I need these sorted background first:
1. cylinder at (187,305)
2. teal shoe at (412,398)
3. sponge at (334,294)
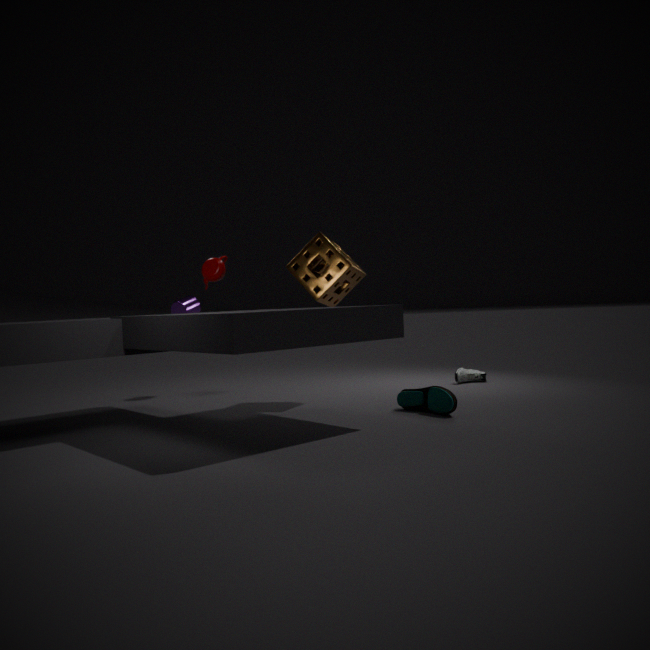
1. cylinder at (187,305)
2. sponge at (334,294)
3. teal shoe at (412,398)
